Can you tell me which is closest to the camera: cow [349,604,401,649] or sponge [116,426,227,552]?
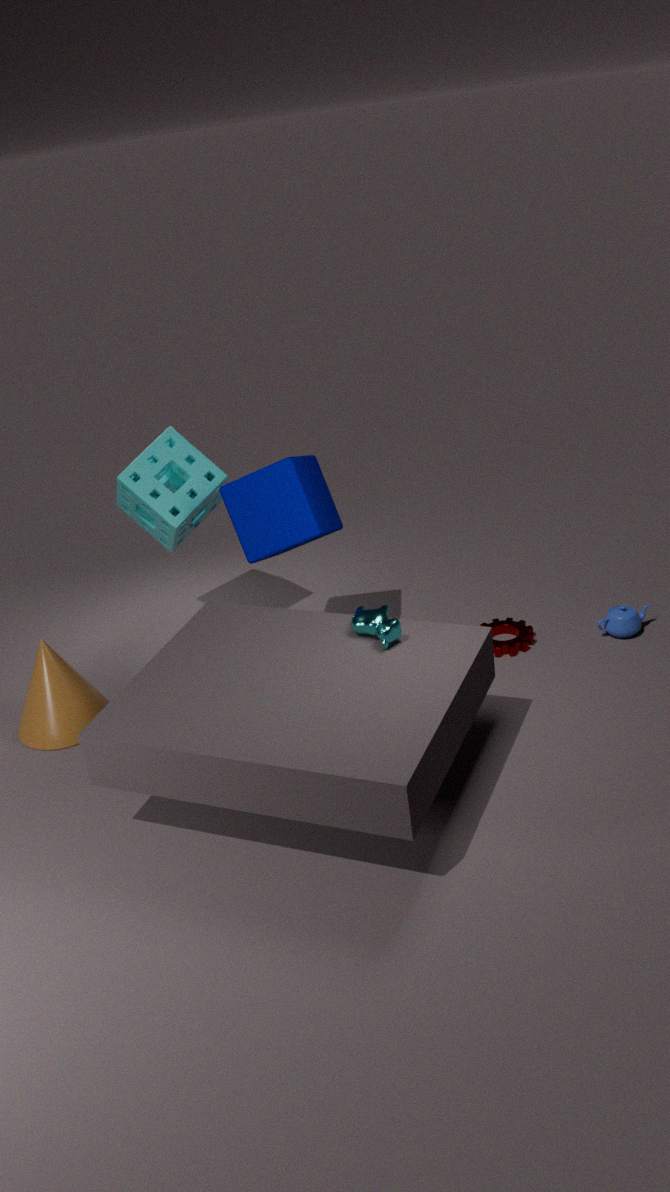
cow [349,604,401,649]
